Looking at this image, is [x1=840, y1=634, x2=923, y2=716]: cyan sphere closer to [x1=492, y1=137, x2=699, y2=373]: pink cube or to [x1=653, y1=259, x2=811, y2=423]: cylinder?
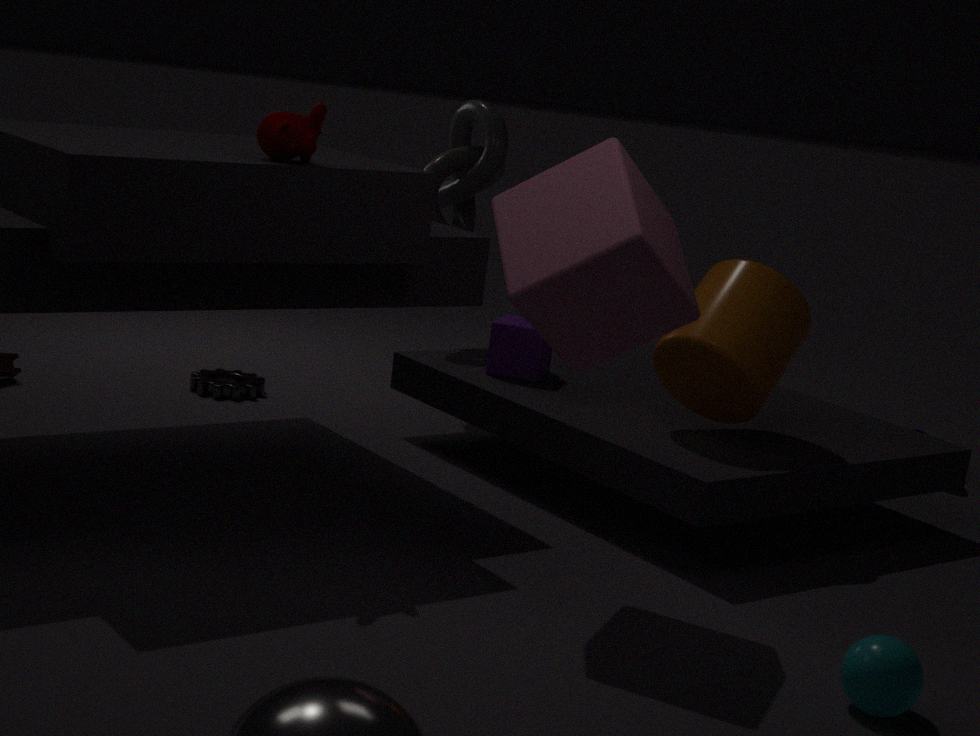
[x1=492, y1=137, x2=699, y2=373]: pink cube
